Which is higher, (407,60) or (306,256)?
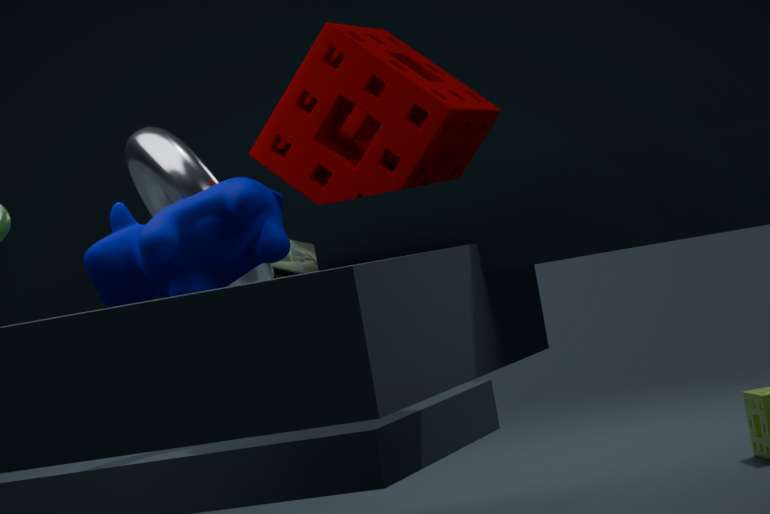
(407,60)
